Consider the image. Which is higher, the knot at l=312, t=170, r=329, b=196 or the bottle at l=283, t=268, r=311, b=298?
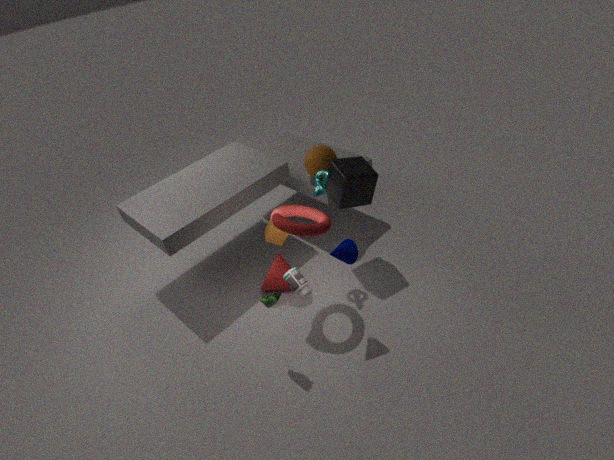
the knot at l=312, t=170, r=329, b=196
